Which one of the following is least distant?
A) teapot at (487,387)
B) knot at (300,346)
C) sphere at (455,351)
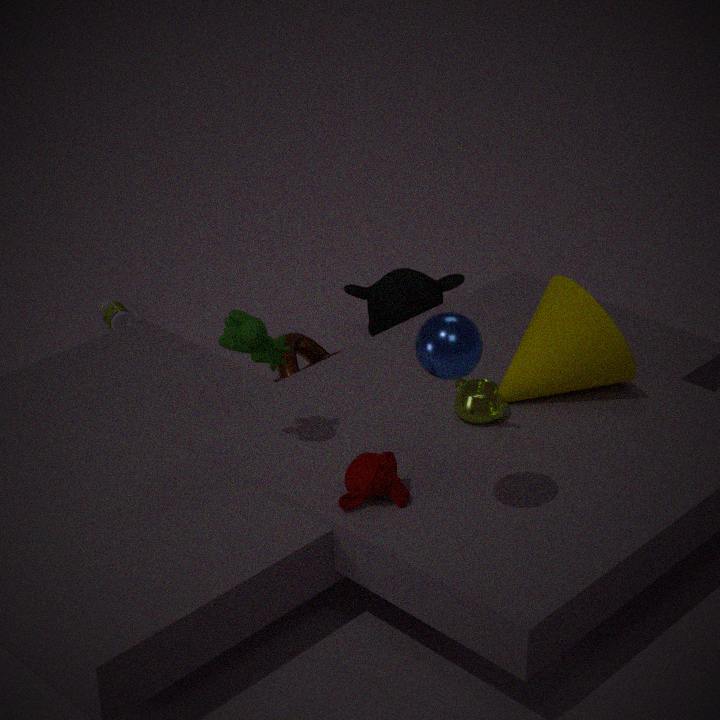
sphere at (455,351)
